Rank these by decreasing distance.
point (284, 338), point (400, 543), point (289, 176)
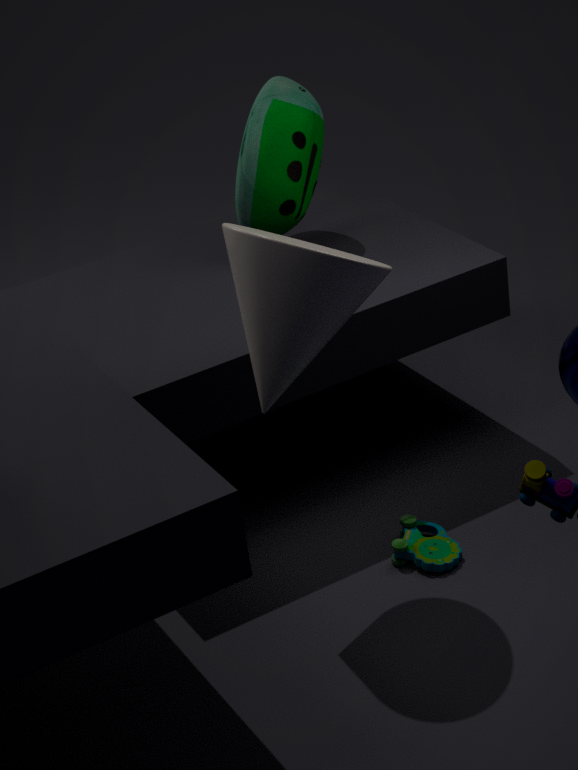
point (289, 176) < point (400, 543) < point (284, 338)
